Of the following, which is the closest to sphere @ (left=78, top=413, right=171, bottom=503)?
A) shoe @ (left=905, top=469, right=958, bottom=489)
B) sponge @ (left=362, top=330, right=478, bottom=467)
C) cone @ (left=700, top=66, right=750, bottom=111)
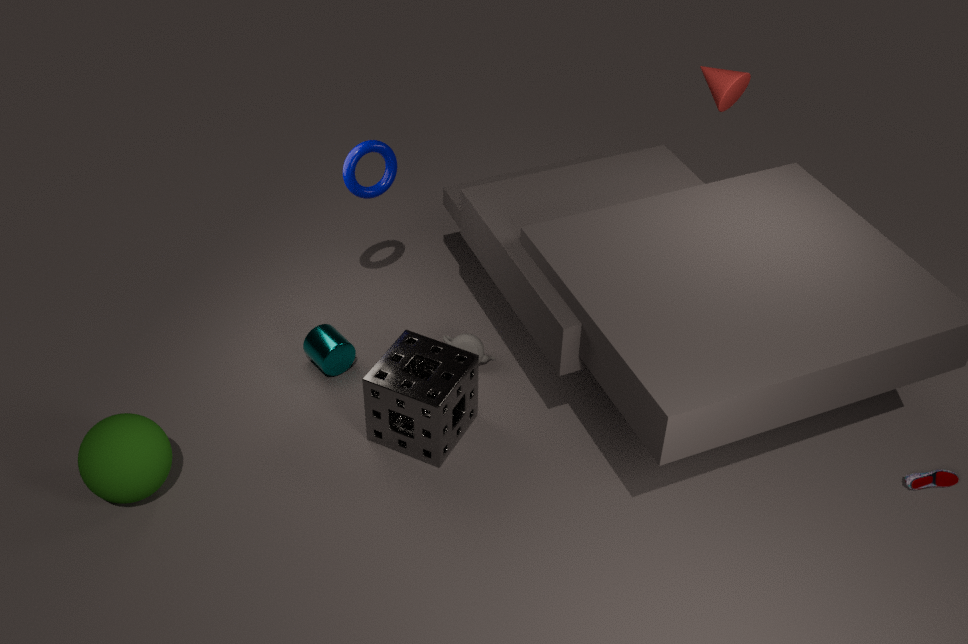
sponge @ (left=362, top=330, right=478, bottom=467)
